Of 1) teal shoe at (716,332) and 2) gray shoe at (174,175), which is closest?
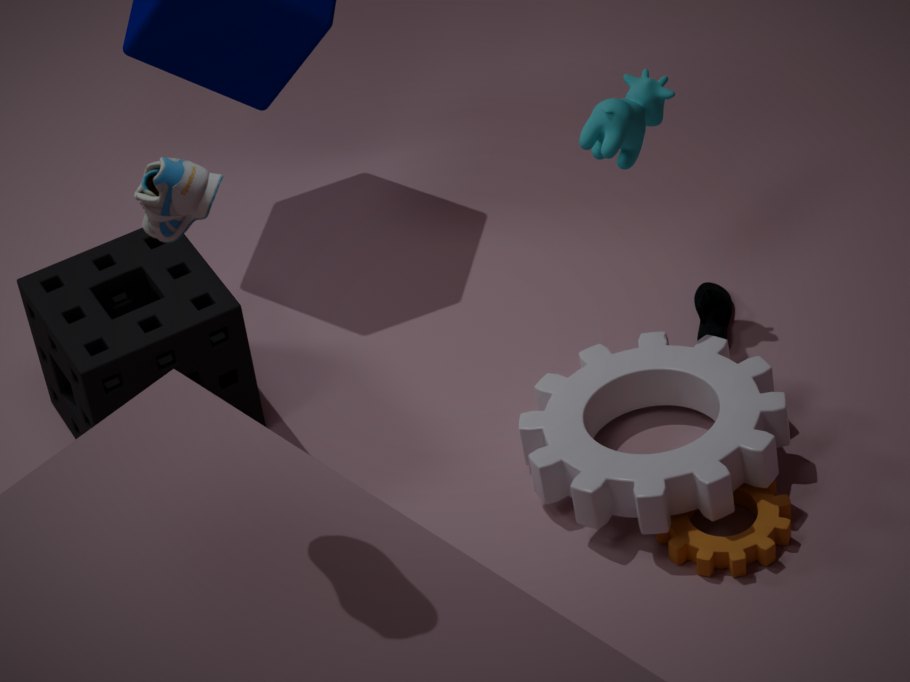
2. gray shoe at (174,175)
